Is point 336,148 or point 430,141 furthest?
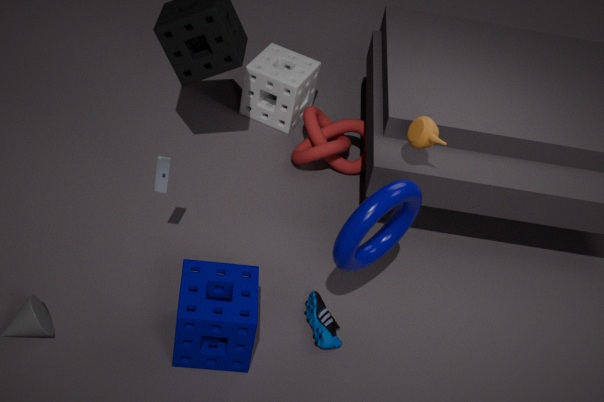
point 336,148
